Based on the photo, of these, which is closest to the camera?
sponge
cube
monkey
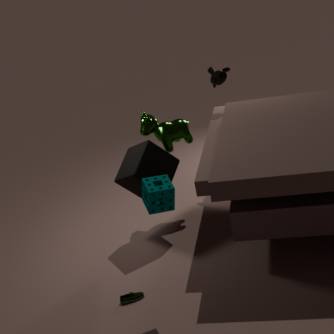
sponge
